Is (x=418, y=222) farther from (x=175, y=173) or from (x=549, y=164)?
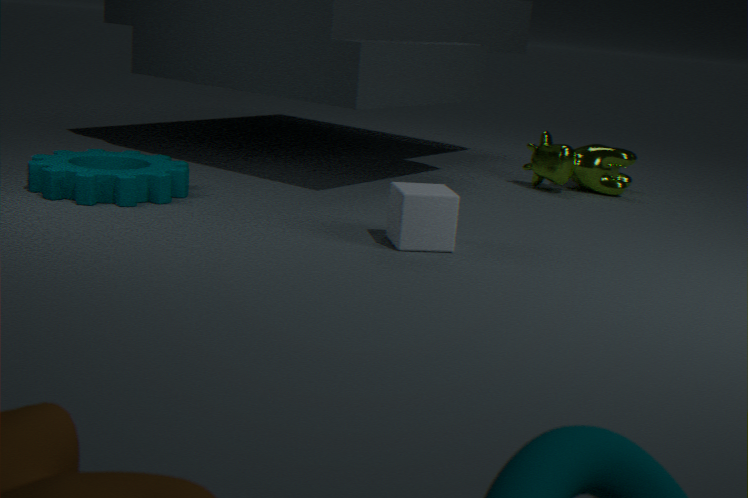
(x=549, y=164)
